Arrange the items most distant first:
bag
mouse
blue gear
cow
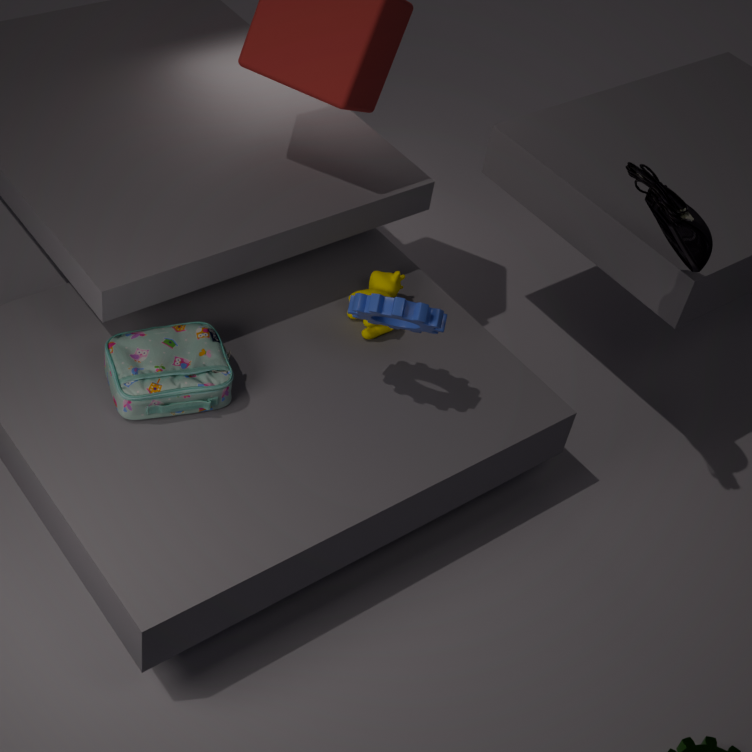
cow → bag → blue gear → mouse
